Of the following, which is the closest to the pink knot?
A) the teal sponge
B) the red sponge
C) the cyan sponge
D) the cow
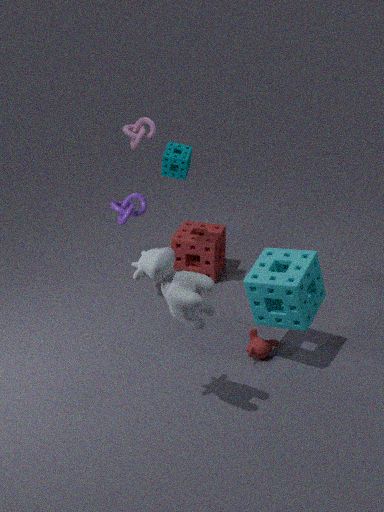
the teal sponge
